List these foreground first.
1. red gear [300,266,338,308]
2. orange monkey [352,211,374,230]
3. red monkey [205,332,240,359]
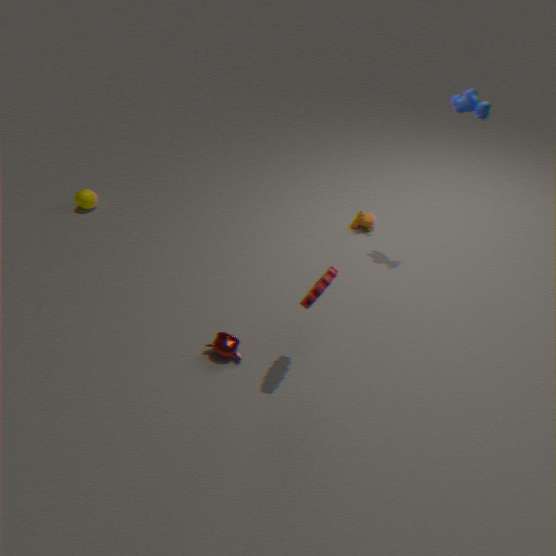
red gear [300,266,338,308], red monkey [205,332,240,359], orange monkey [352,211,374,230]
